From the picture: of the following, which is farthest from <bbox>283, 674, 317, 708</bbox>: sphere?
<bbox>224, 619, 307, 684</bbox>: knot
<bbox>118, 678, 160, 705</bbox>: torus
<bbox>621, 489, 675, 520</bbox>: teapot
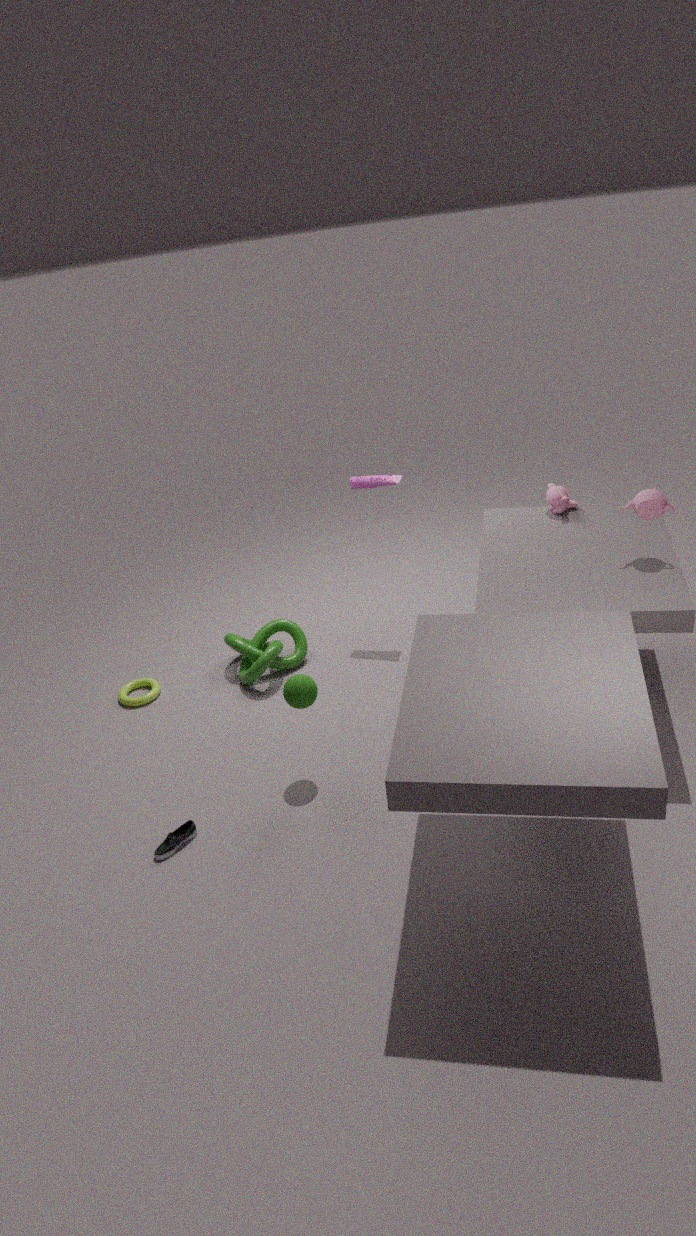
<bbox>621, 489, 675, 520</bbox>: teapot
